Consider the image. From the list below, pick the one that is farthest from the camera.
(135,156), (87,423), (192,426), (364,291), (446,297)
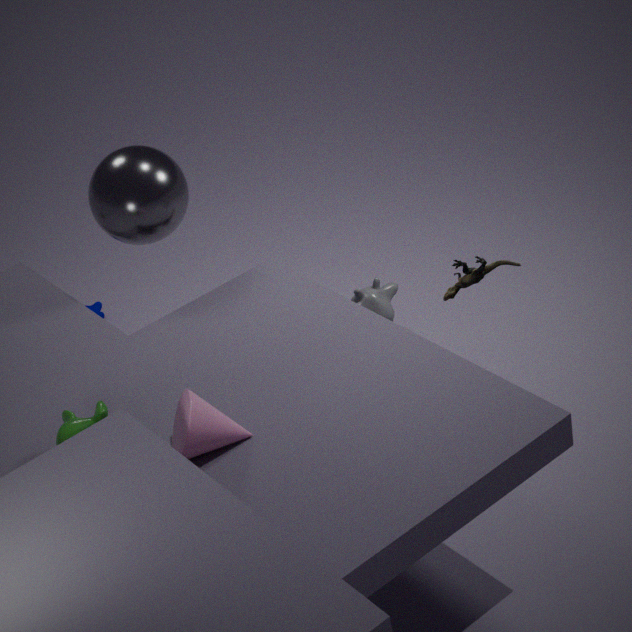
(364,291)
